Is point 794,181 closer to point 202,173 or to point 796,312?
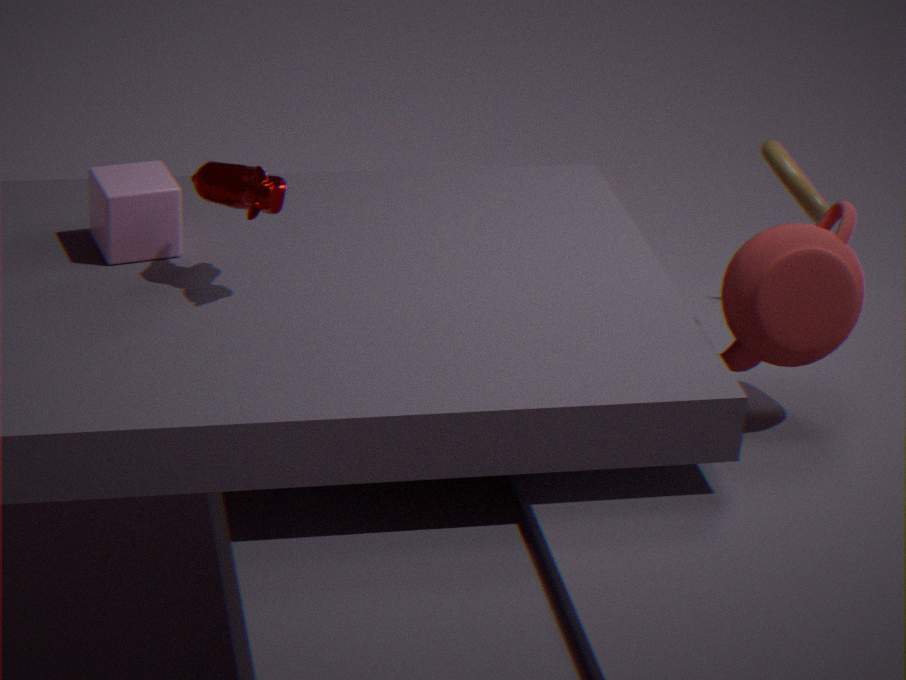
point 796,312
